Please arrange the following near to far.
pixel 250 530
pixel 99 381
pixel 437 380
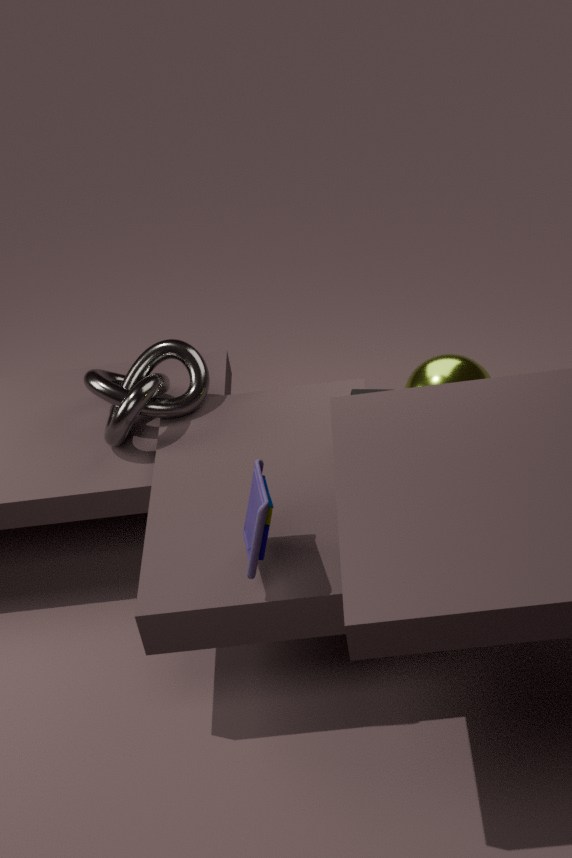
1. pixel 250 530
2. pixel 437 380
3. pixel 99 381
